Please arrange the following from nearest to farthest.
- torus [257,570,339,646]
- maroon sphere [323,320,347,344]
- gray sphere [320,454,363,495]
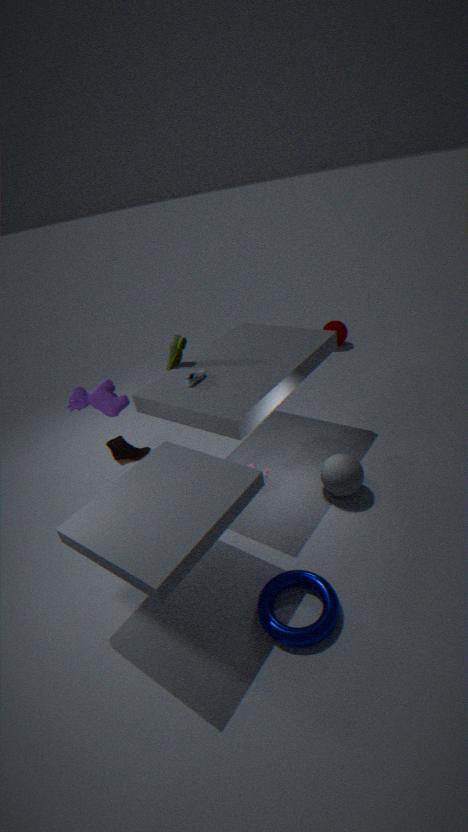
torus [257,570,339,646]
gray sphere [320,454,363,495]
maroon sphere [323,320,347,344]
